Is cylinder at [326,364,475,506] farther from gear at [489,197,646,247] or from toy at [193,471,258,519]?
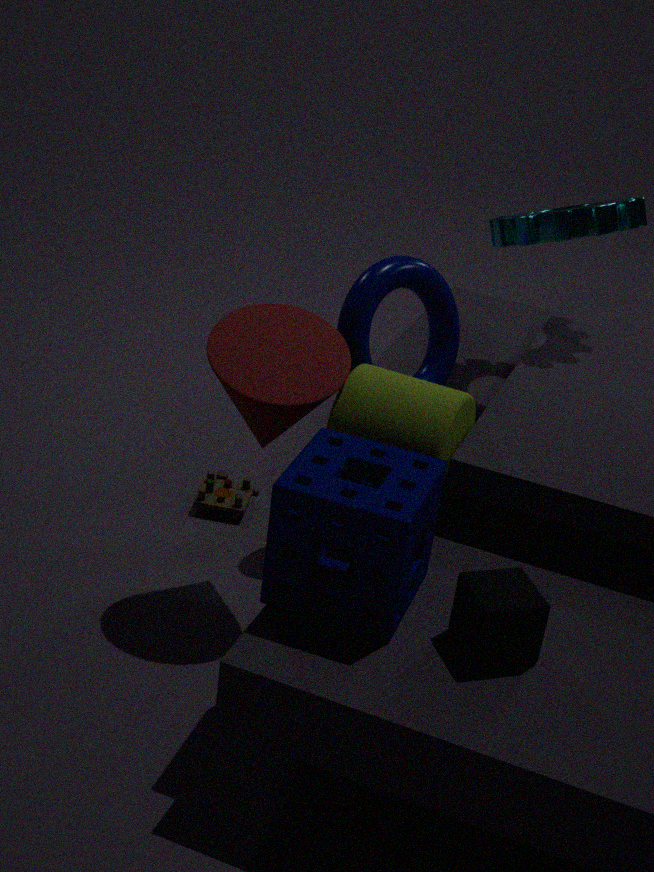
gear at [489,197,646,247]
